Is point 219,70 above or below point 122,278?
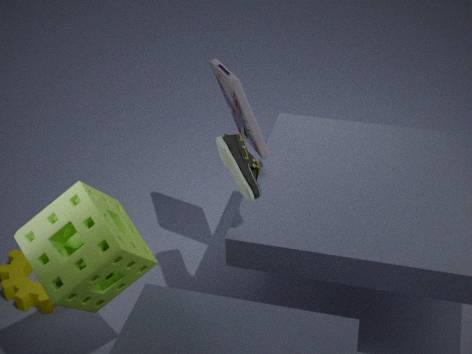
above
